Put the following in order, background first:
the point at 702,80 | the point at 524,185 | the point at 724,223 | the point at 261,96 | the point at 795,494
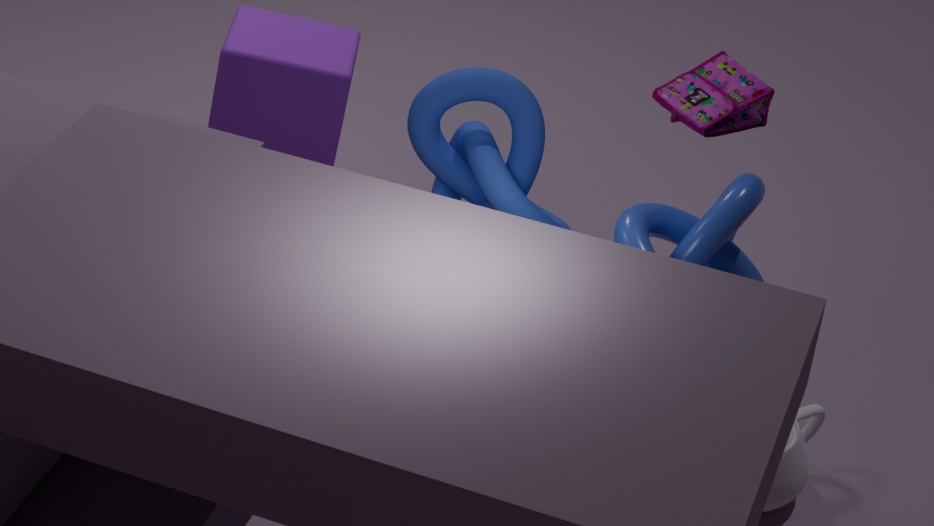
the point at 261,96
the point at 795,494
the point at 702,80
the point at 524,185
the point at 724,223
